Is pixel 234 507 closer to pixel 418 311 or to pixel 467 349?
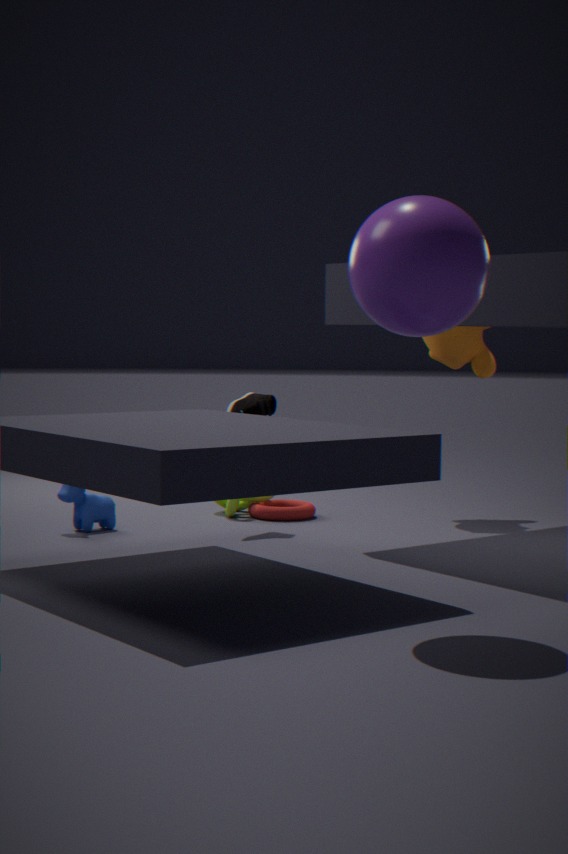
pixel 467 349
